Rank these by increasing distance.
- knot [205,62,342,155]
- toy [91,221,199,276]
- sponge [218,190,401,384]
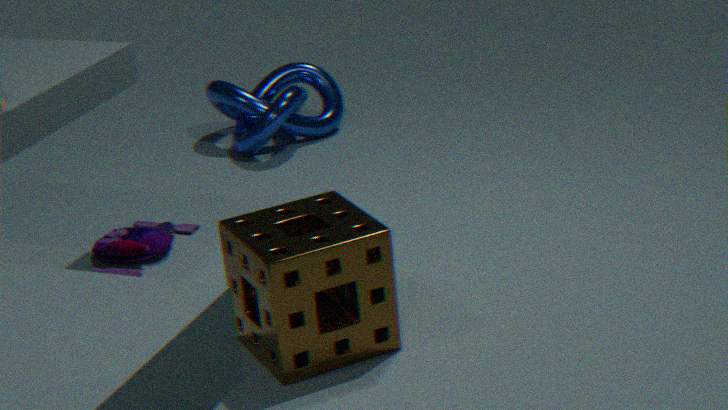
sponge [218,190,401,384] → toy [91,221,199,276] → knot [205,62,342,155]
